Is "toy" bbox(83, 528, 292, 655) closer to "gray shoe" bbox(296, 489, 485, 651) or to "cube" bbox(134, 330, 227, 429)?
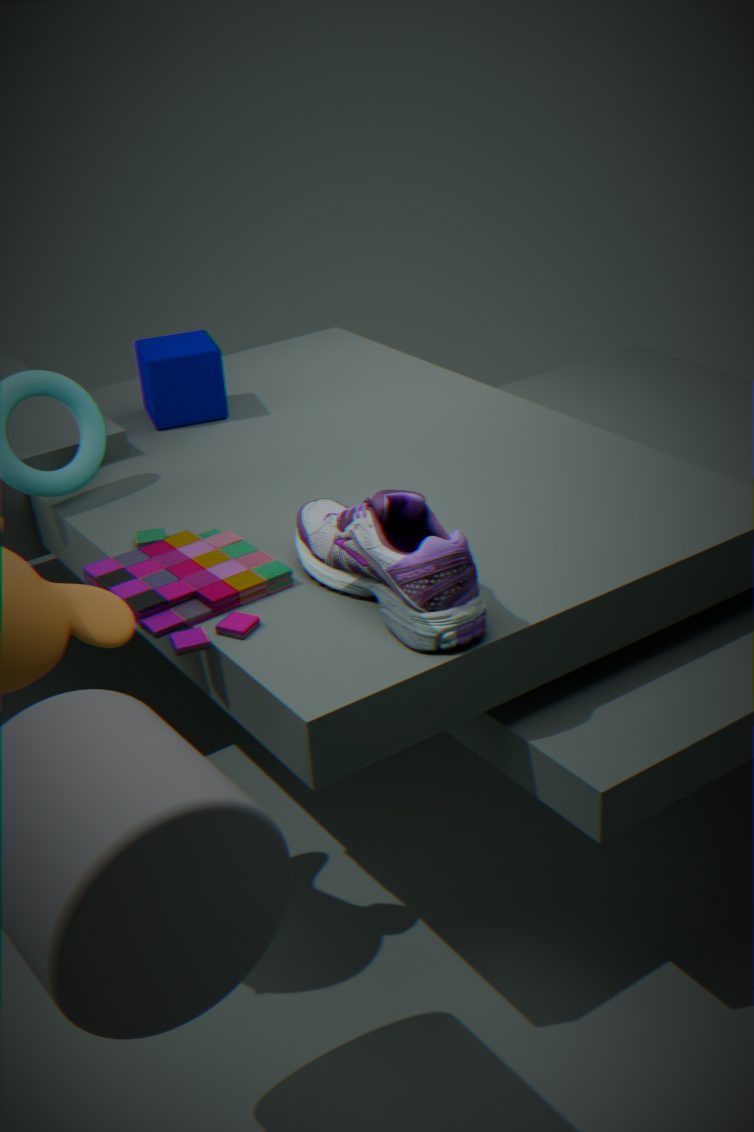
"gray shoe" bbox(296, 489, 485, 651)
